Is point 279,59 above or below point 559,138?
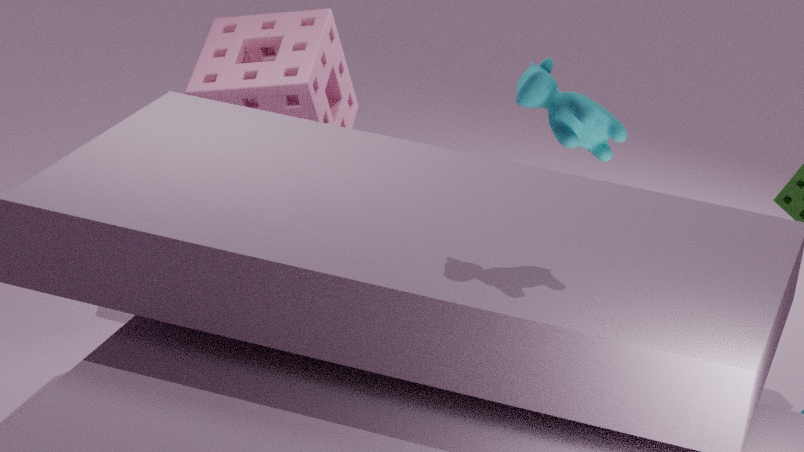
below
